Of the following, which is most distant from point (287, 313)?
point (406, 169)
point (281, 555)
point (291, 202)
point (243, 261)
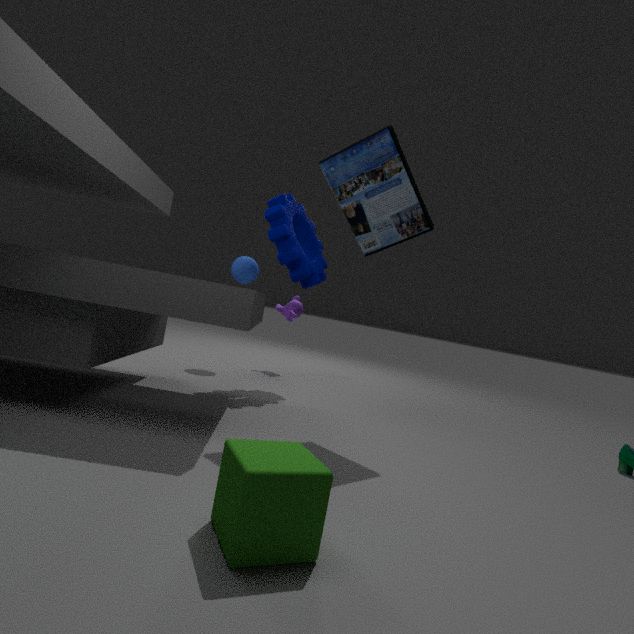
point (281, 555)
